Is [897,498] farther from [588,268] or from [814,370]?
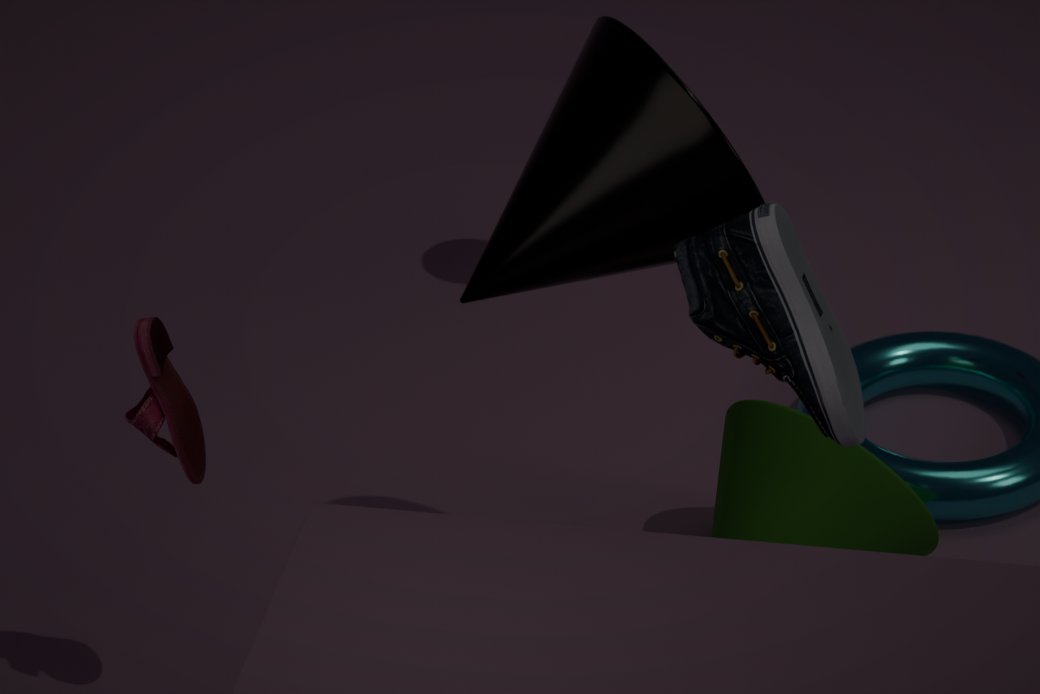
[588,268]
